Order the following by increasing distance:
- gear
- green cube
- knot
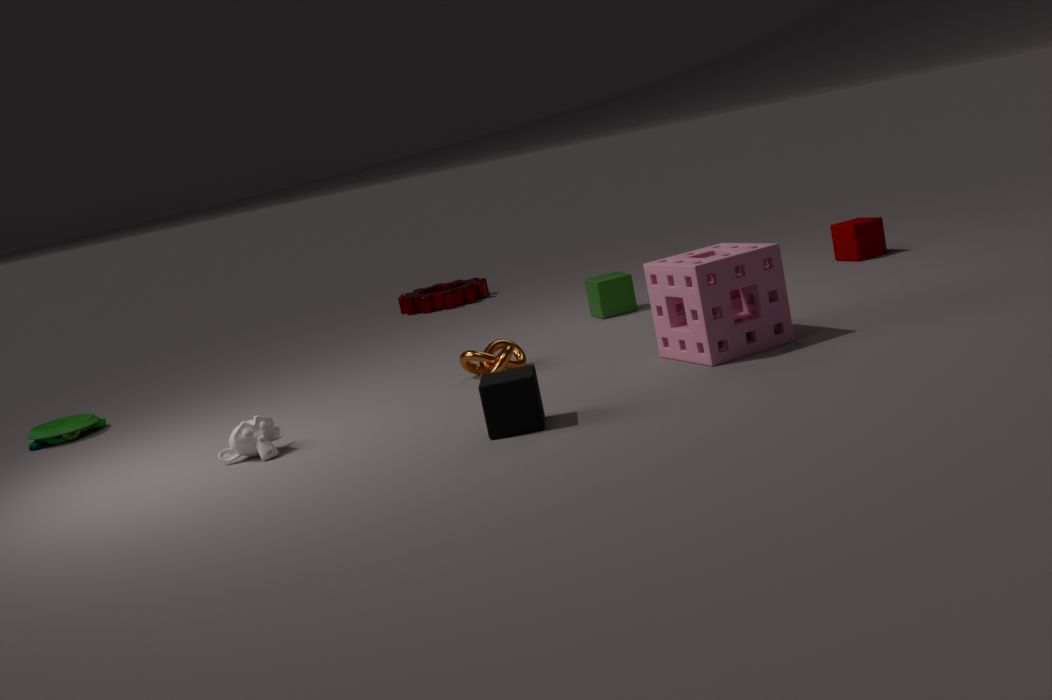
1. knot
2. green cube
3. gear
